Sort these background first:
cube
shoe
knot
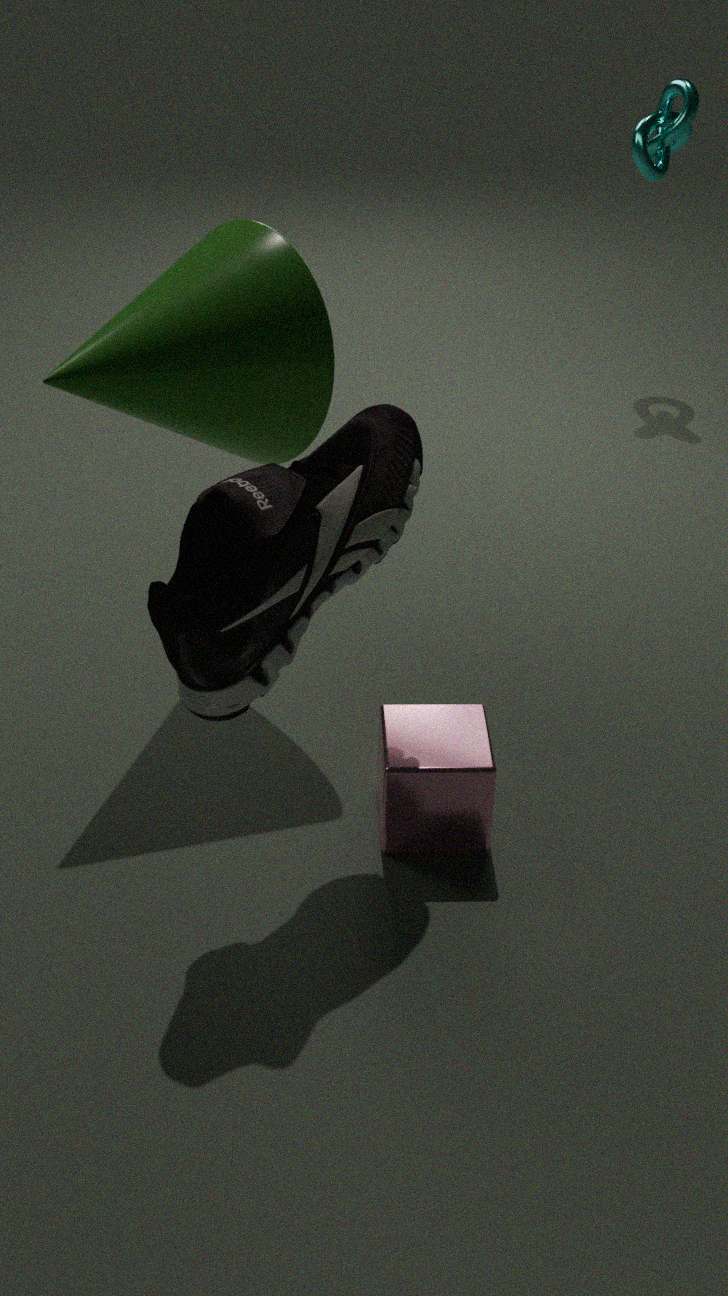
knot, cube, shoe
